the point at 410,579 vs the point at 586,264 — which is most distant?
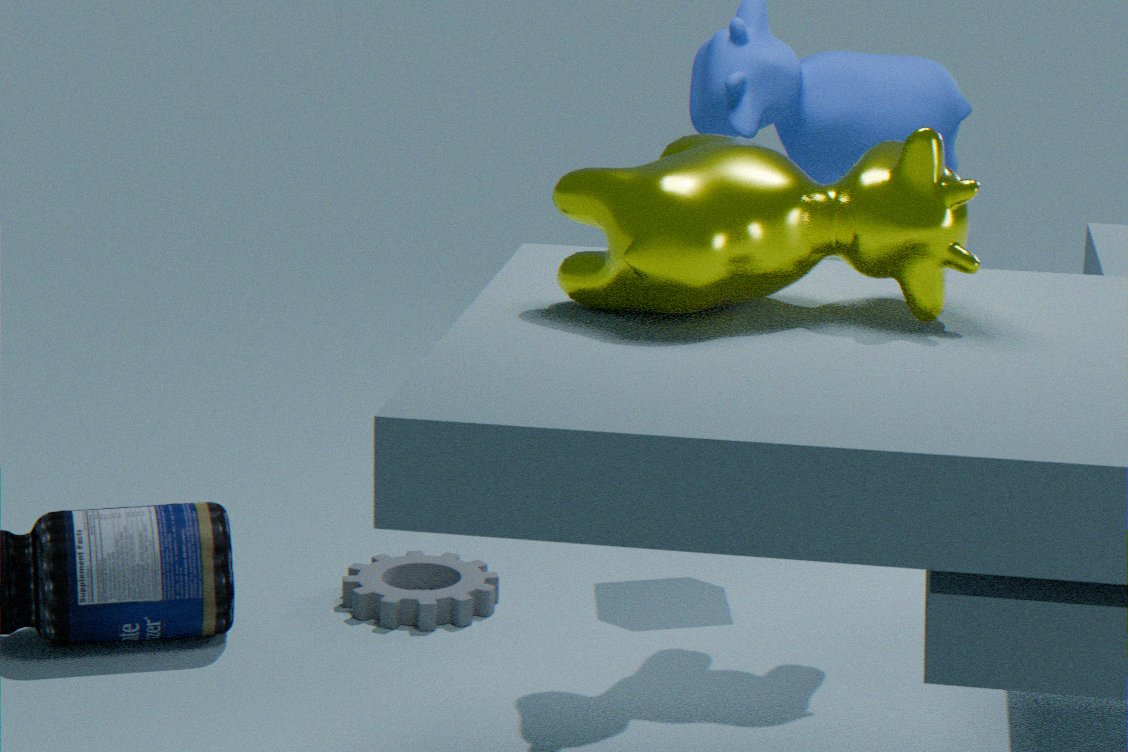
the point at 410,579
